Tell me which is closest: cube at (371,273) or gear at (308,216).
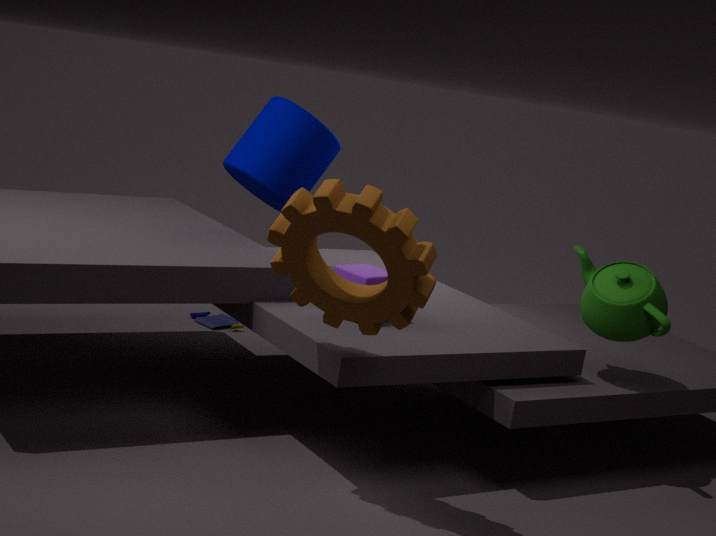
gear at (308,216)
